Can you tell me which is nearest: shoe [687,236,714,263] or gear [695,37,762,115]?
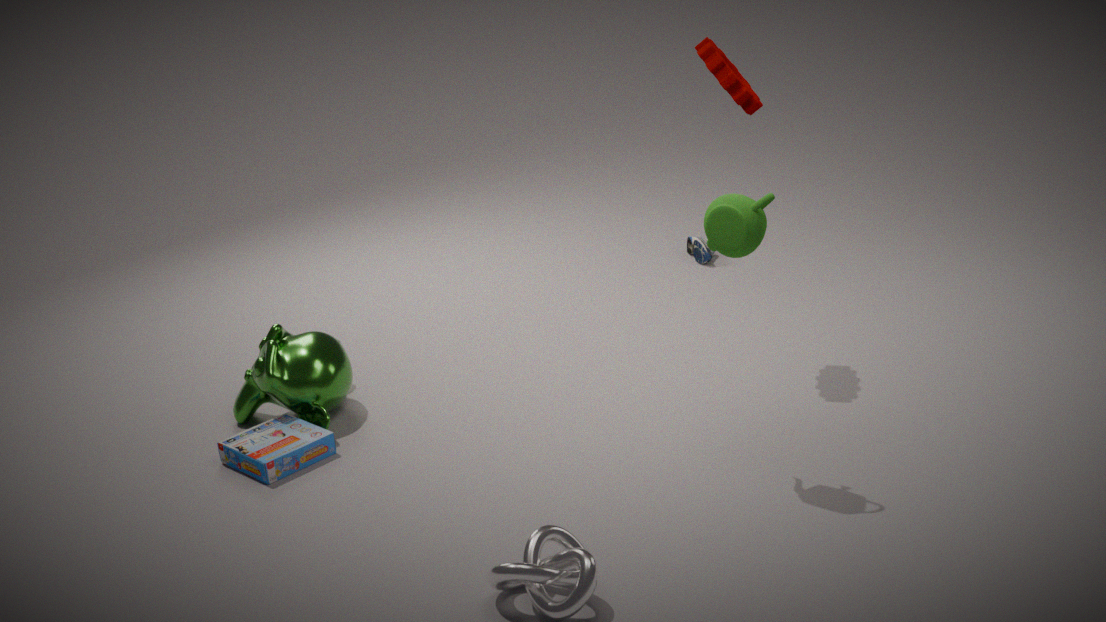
gear [695,37,762,115]
